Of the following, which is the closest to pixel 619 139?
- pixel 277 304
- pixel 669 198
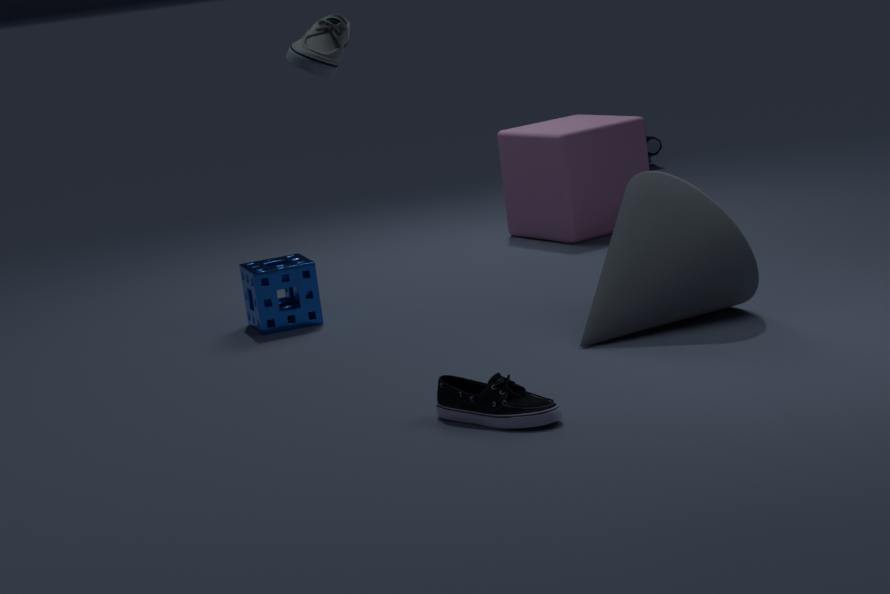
pixel 277 304
